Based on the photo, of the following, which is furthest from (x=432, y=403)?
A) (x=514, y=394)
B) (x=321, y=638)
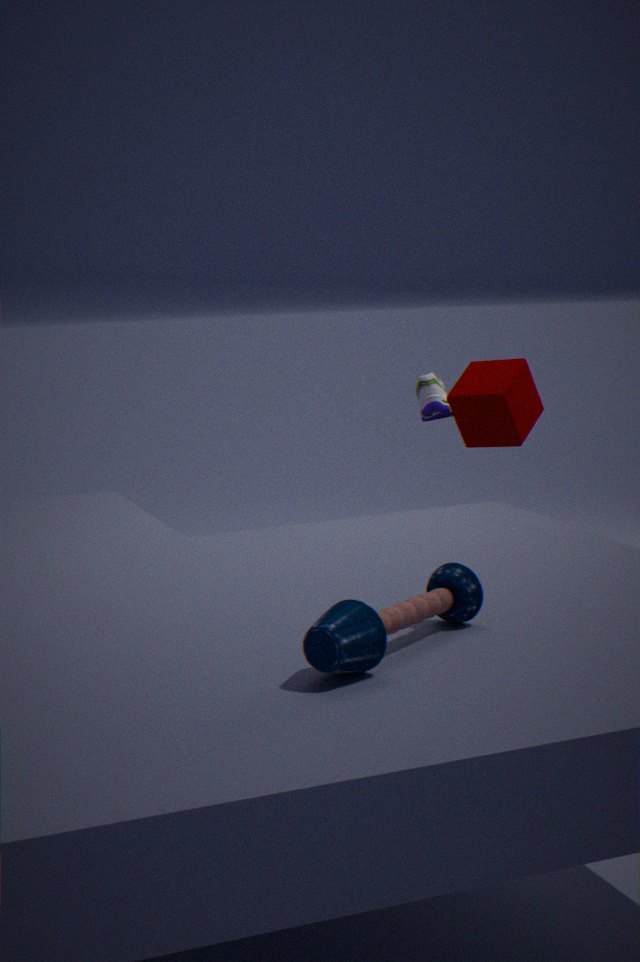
(x=321, y=638)
